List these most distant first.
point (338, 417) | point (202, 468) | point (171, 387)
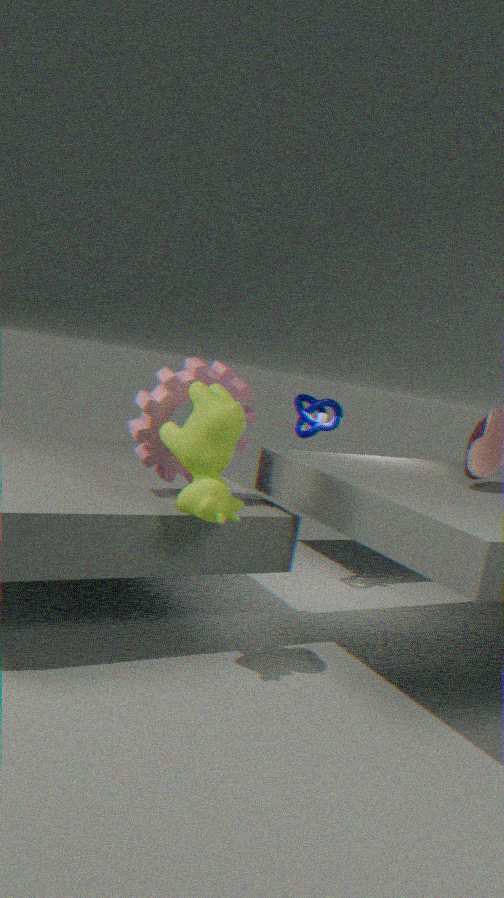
point (338, 417) < point (171, 387) < point (202, 468)
